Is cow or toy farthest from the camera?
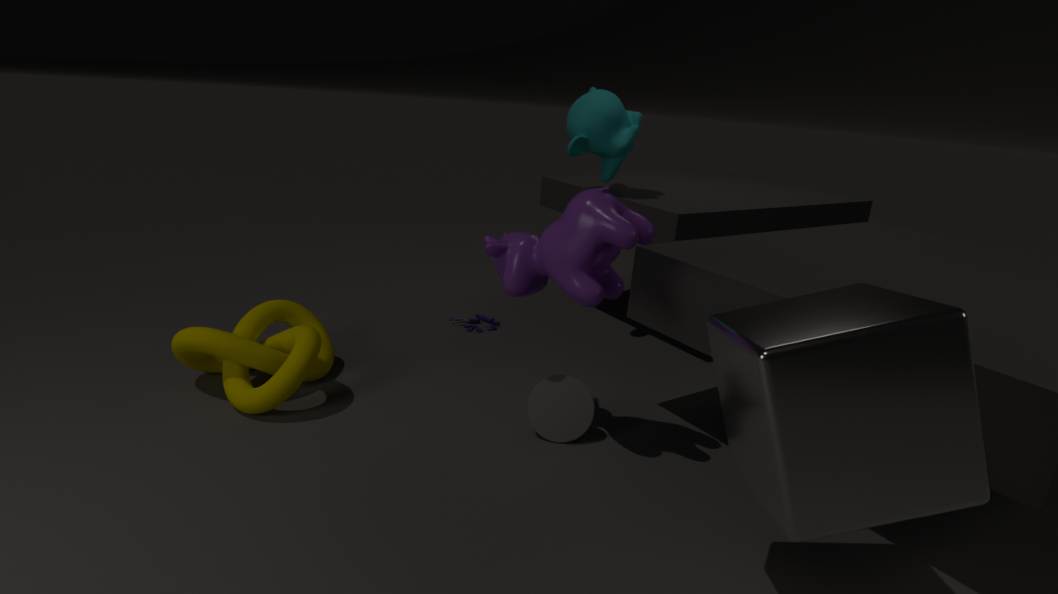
toy
